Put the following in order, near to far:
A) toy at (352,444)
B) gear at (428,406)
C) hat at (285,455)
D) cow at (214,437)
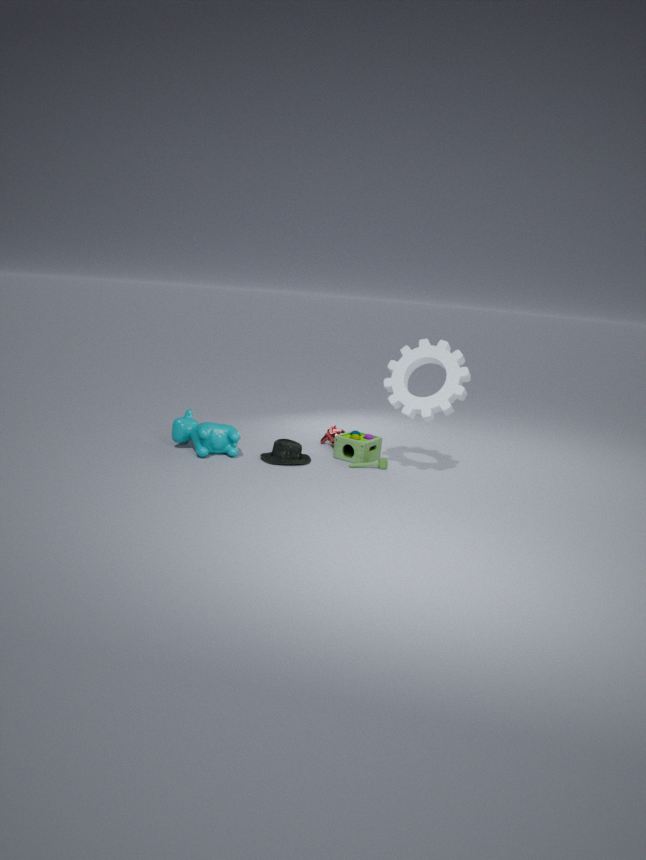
gear at (428,406) → cow at (214,437) → hat at (285,455) → toy at (352,444)
